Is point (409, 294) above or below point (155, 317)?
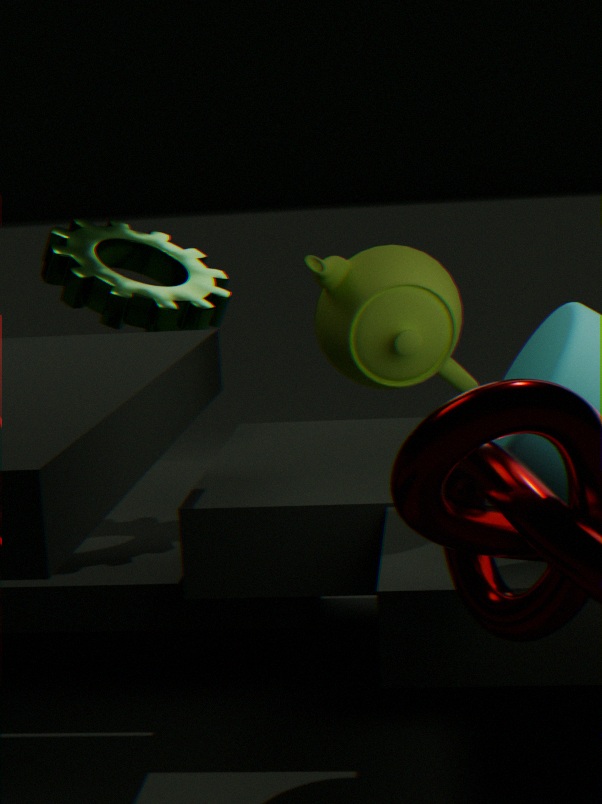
below
